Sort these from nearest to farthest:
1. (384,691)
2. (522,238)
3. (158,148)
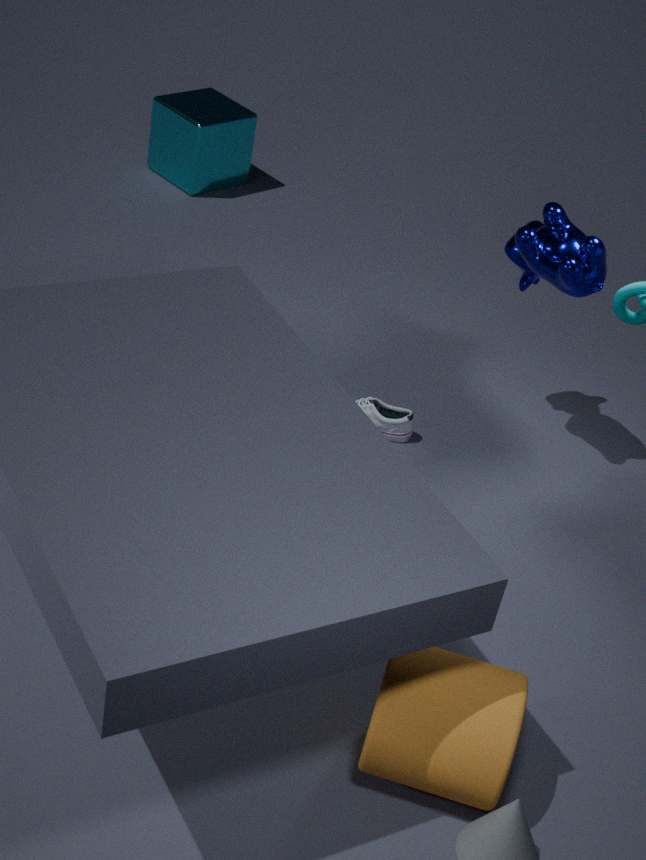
(384,691)
(522,238)
(158,148)
